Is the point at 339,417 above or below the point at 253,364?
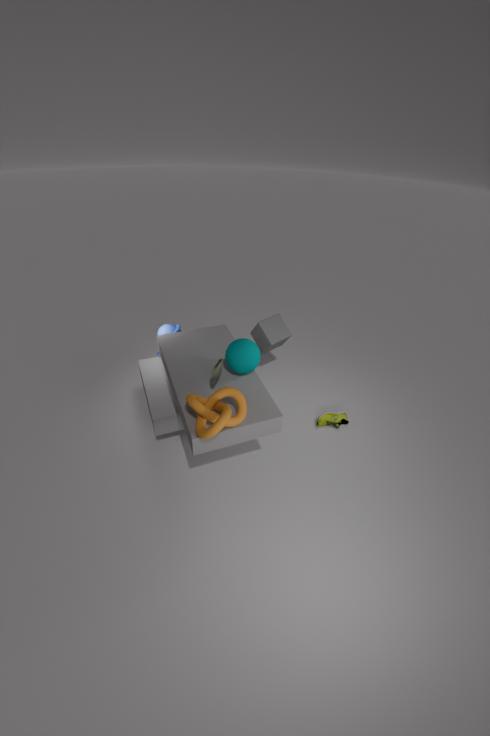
below
